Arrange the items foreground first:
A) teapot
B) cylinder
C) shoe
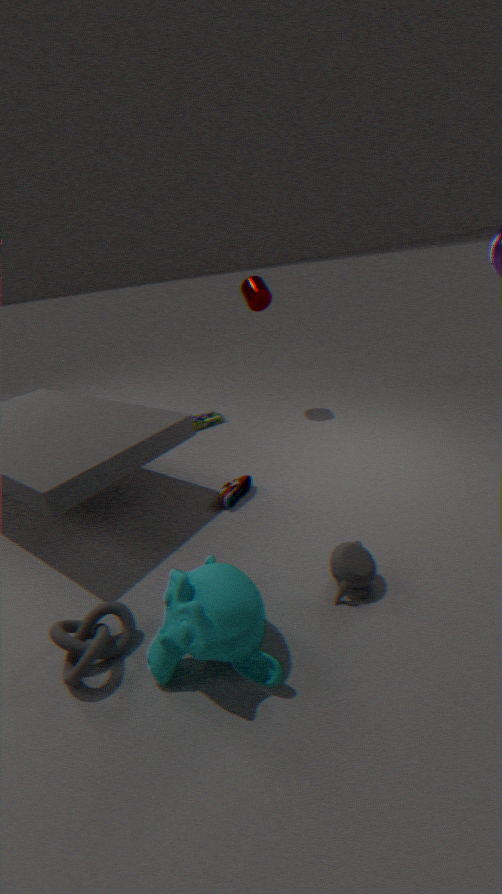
teapot → shoe → cylinder
